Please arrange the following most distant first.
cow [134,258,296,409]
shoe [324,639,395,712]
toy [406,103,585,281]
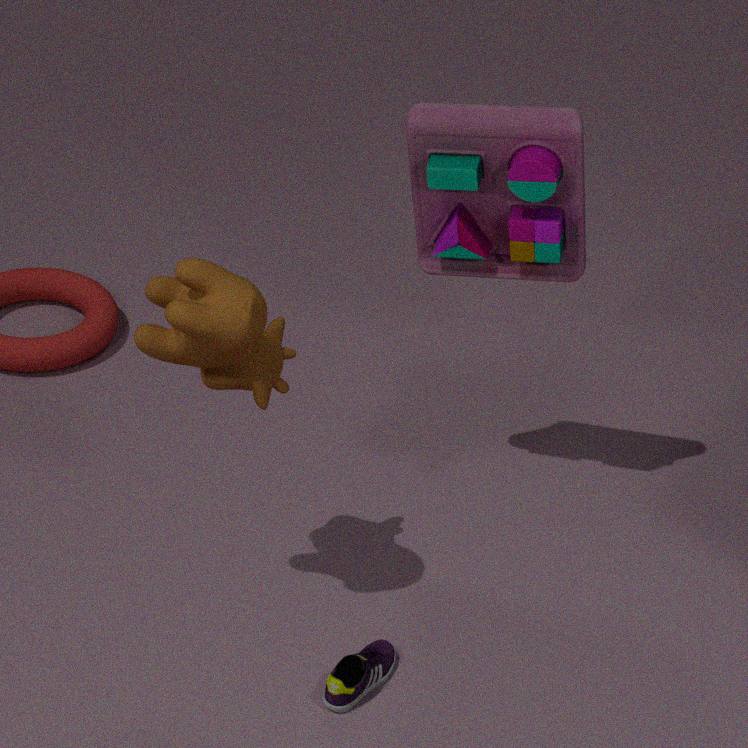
1. toy [406,103,585,281]
2. shoe [324,639,395,712]
3. cow [134,258,296,409]
